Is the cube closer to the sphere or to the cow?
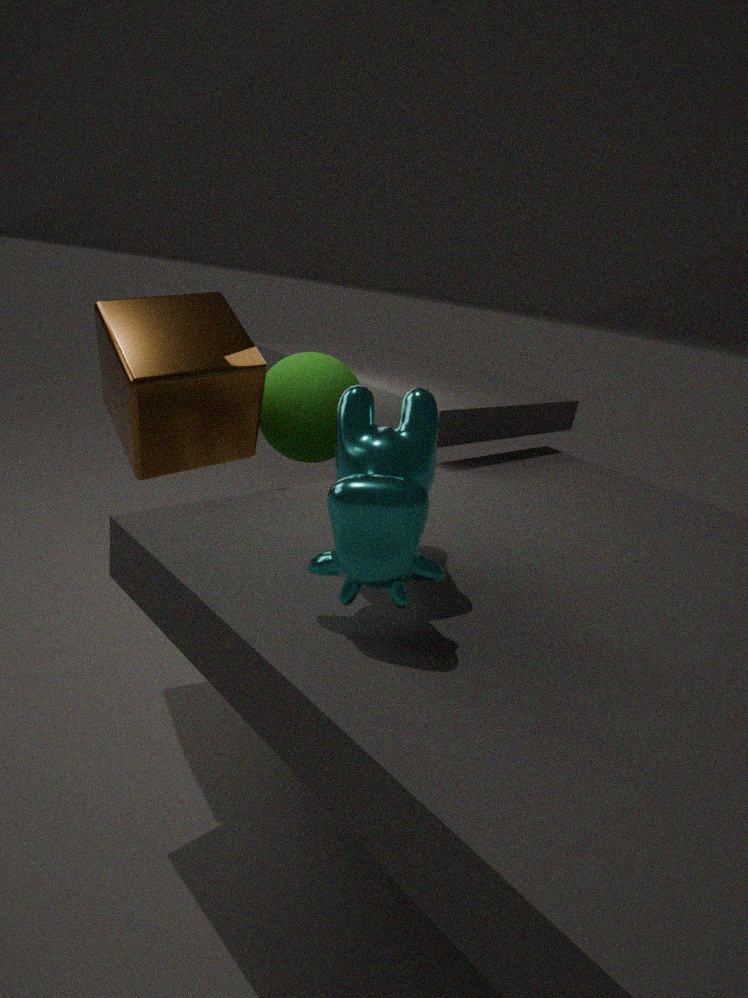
the sphere
